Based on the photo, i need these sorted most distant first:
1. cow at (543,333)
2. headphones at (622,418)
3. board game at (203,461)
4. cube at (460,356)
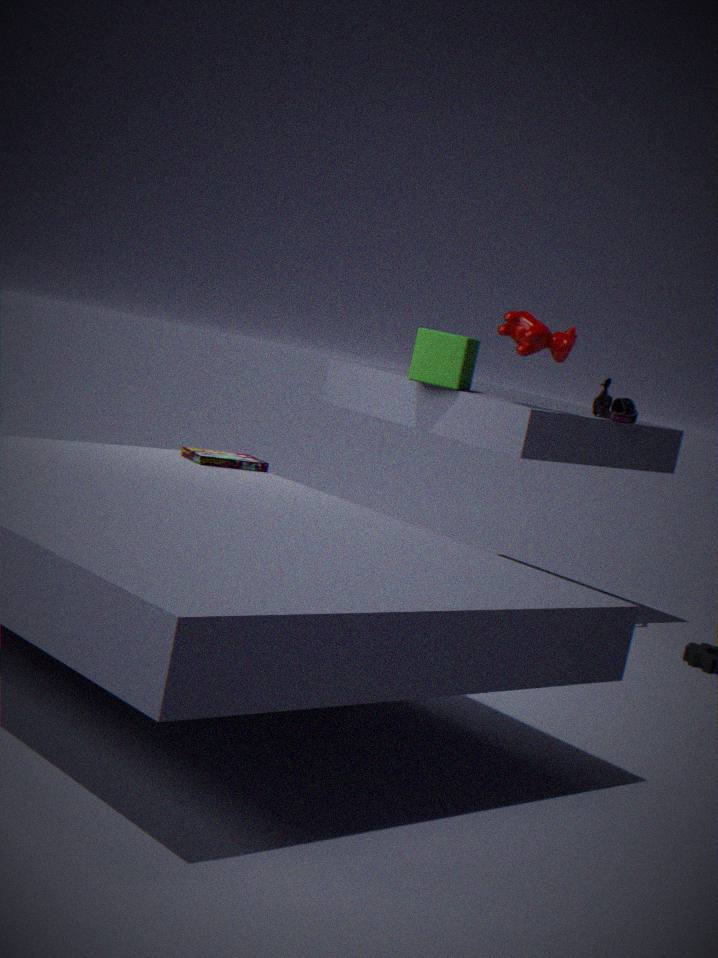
1. headphones at (622,418)
2. cube at (460,356)
3. cow at (543,333)
4. board game at (203,461)
